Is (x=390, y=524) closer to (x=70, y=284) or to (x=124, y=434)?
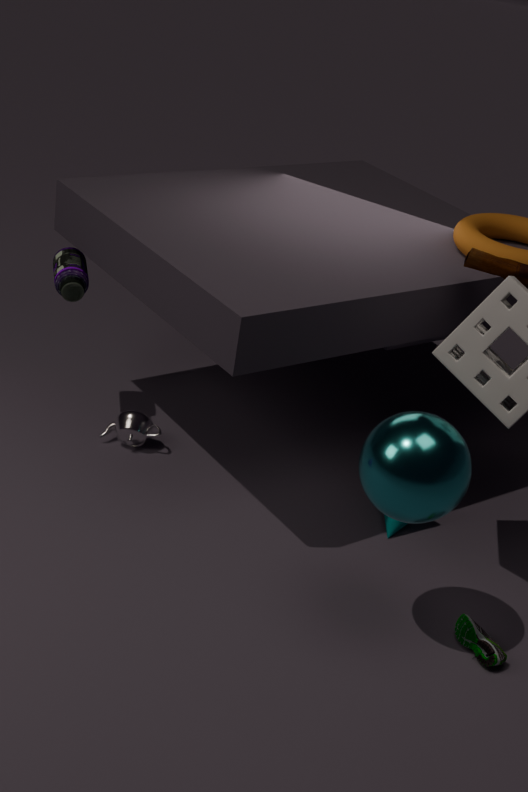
(x=124, y=434)
